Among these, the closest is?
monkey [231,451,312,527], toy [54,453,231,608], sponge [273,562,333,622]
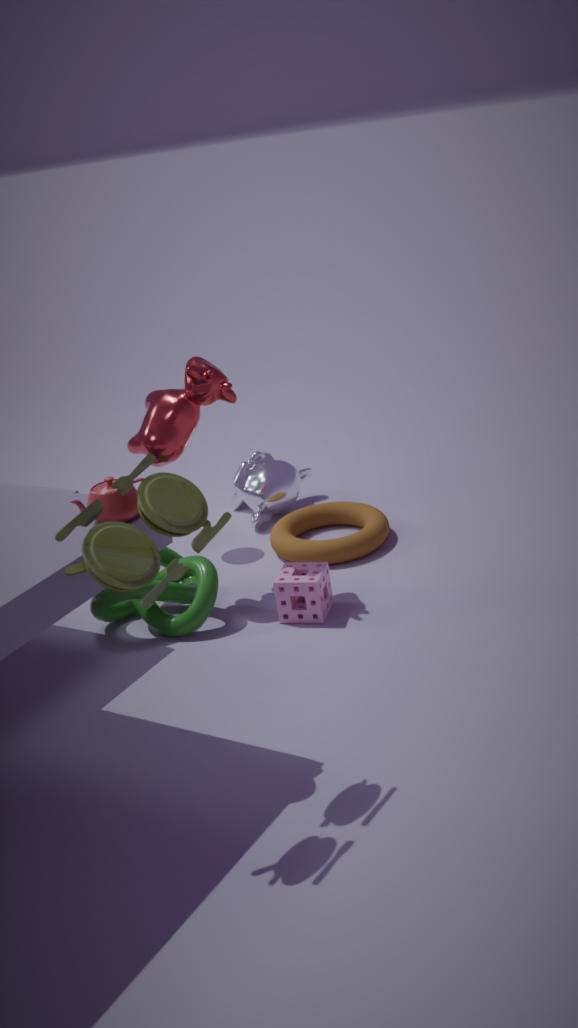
toy [54,453,231,608]
